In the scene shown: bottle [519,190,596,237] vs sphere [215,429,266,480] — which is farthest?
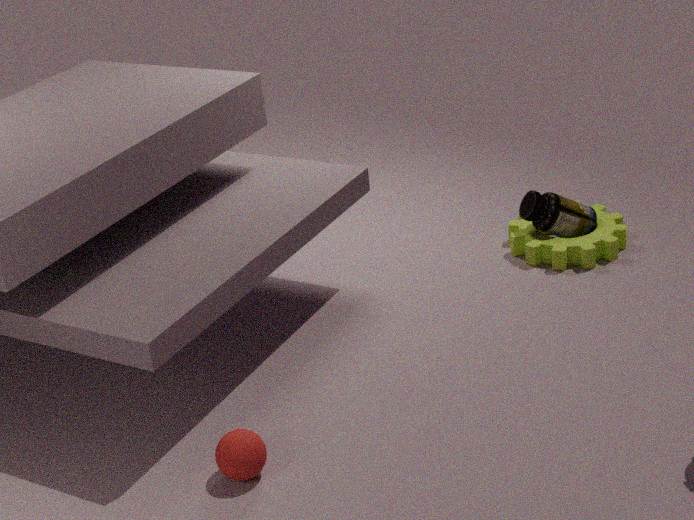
bottle [519,190,596,237]
